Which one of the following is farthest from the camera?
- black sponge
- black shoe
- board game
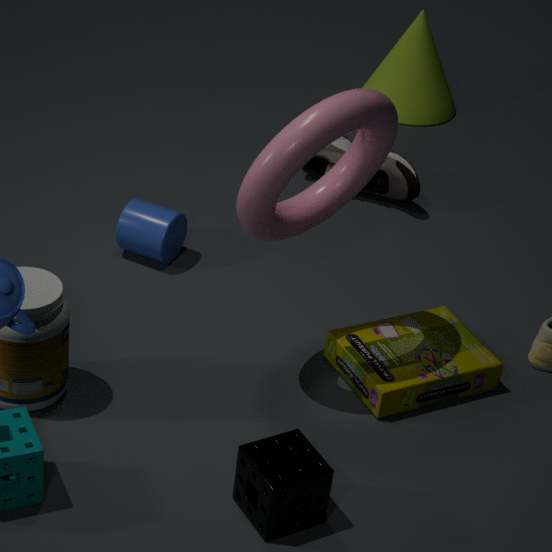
black shoe
